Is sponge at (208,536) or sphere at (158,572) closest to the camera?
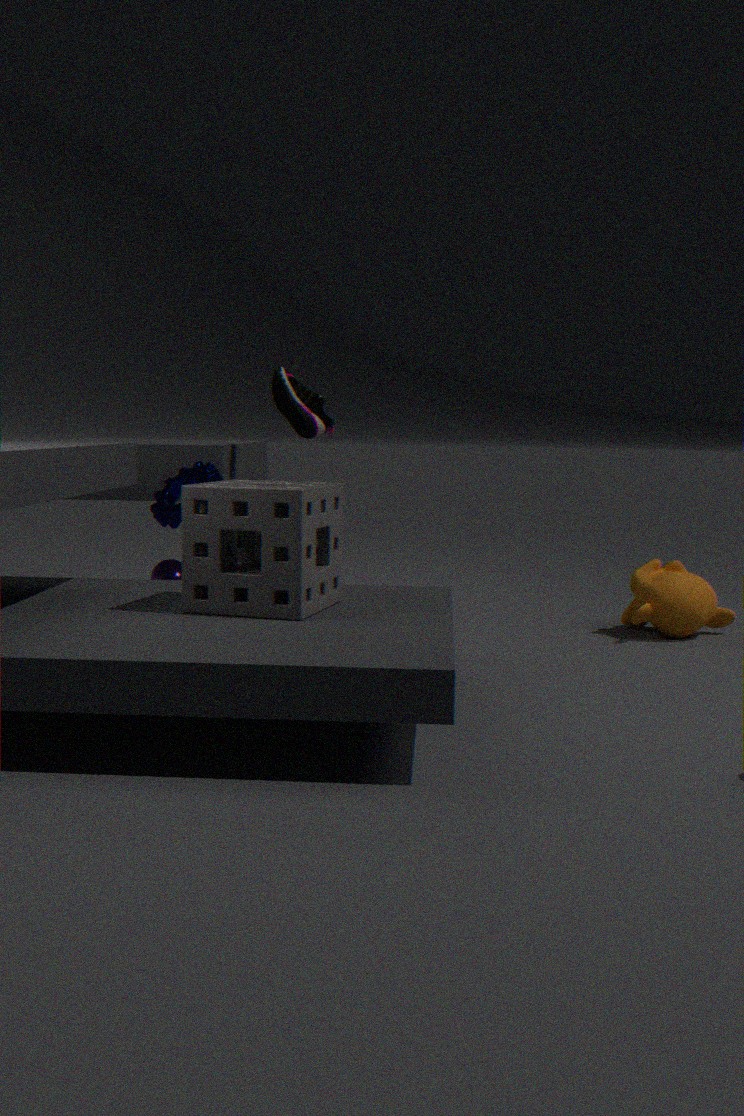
sponge at (208,536)
